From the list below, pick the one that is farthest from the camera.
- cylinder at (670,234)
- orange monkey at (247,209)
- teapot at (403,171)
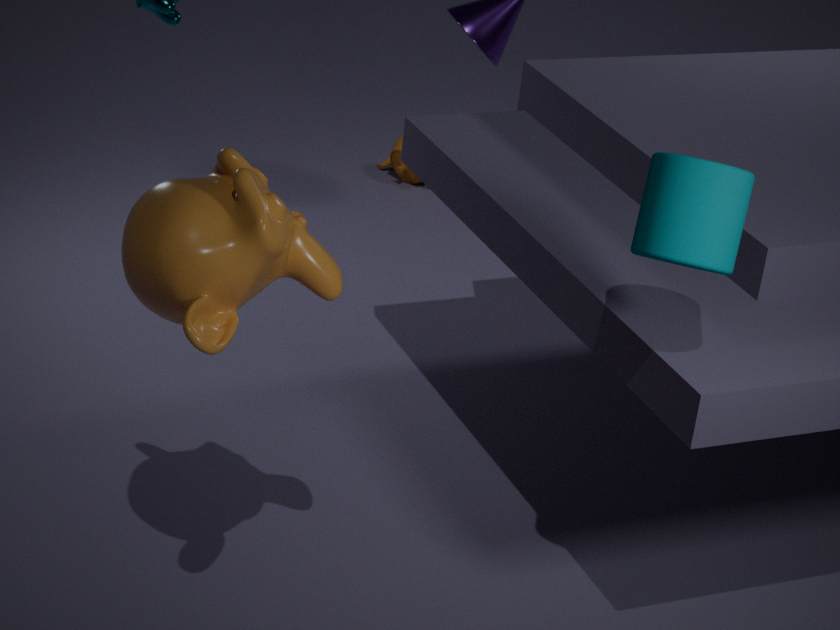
teapot at (403,171)
